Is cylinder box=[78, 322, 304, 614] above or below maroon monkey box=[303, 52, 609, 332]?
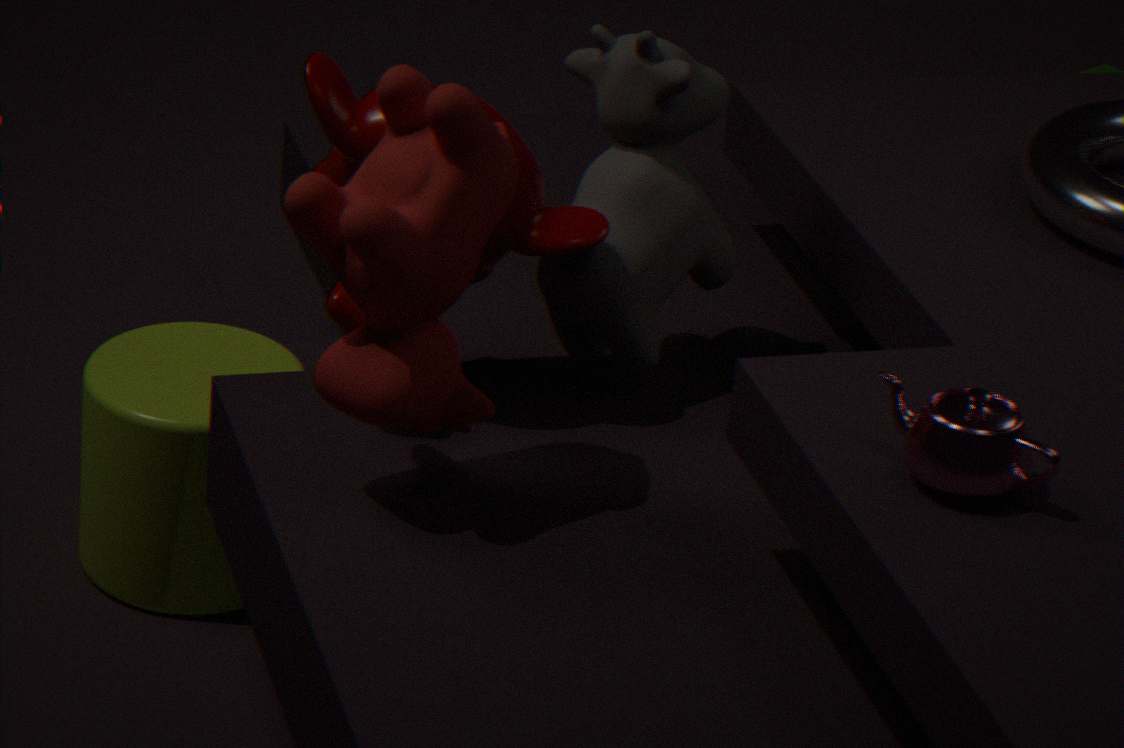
below
